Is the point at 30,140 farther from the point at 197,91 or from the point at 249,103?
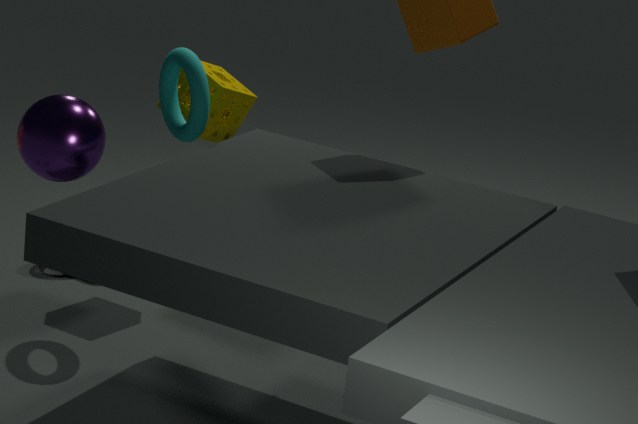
the point at 249,103
